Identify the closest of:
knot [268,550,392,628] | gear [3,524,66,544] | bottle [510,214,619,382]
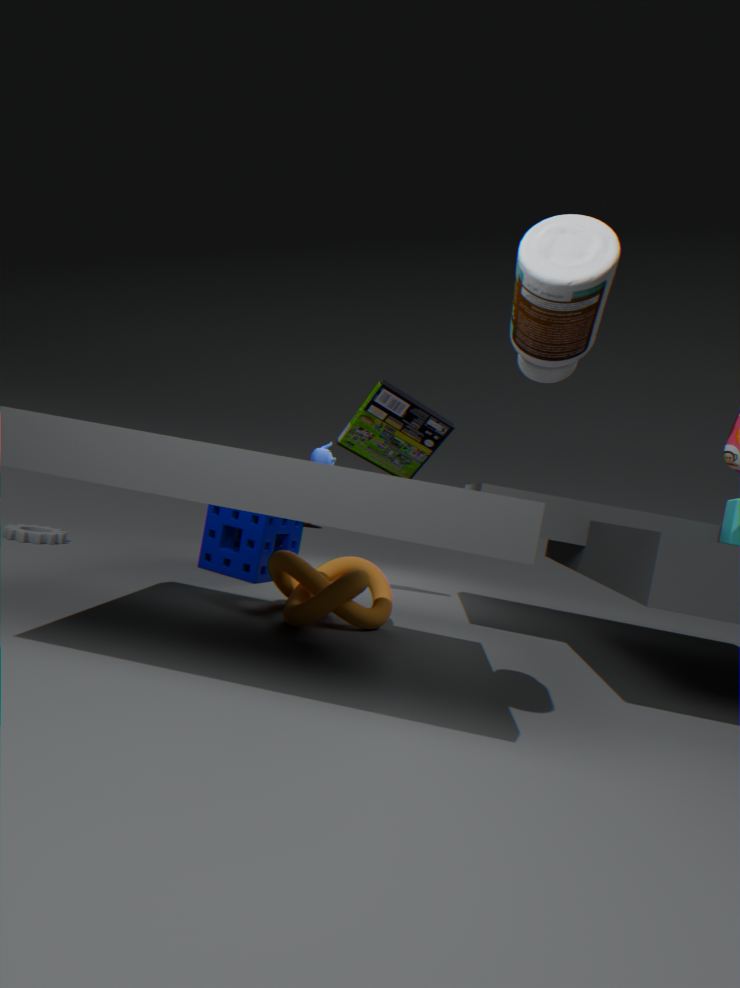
bottle [510,214,619,382]
